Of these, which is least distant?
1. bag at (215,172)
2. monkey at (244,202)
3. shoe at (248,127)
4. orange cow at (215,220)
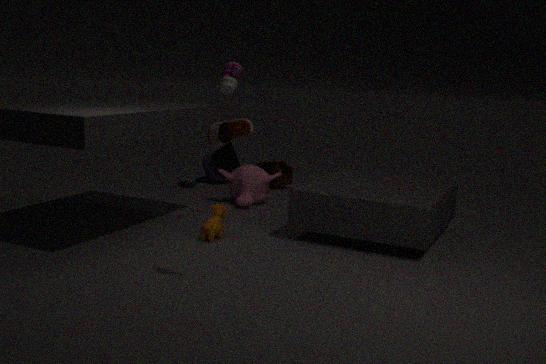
shoe at (248,127)
